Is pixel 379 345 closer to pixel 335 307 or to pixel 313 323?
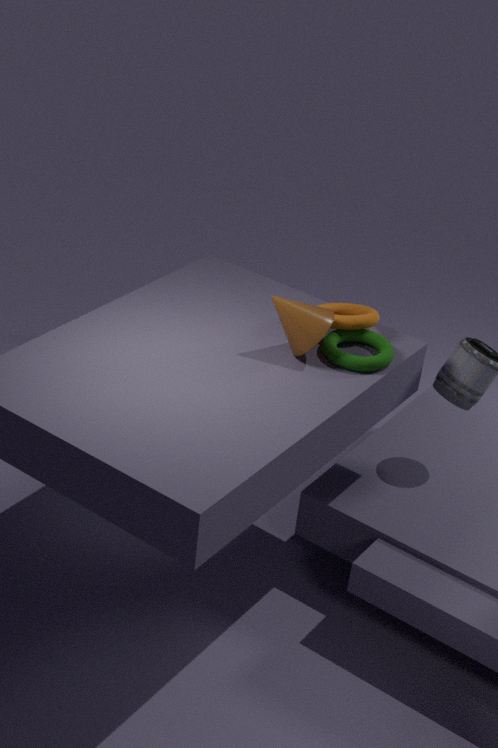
pixel 335 307
